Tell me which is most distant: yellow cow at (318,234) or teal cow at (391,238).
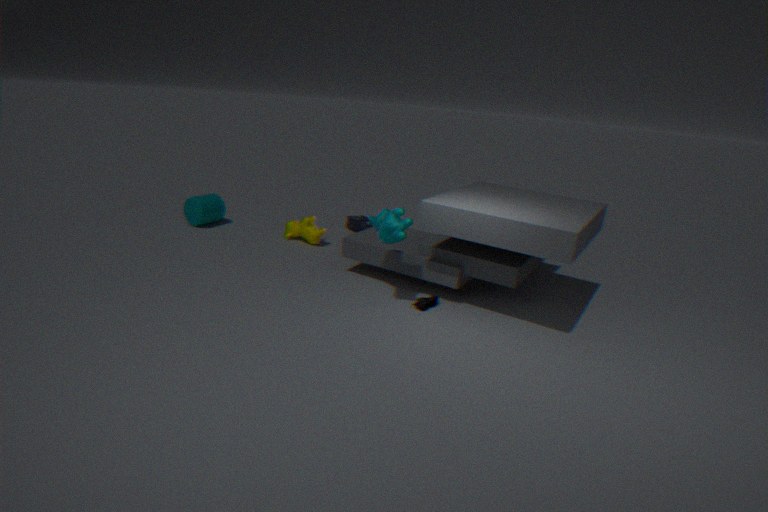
yellow cow at (318,234)
